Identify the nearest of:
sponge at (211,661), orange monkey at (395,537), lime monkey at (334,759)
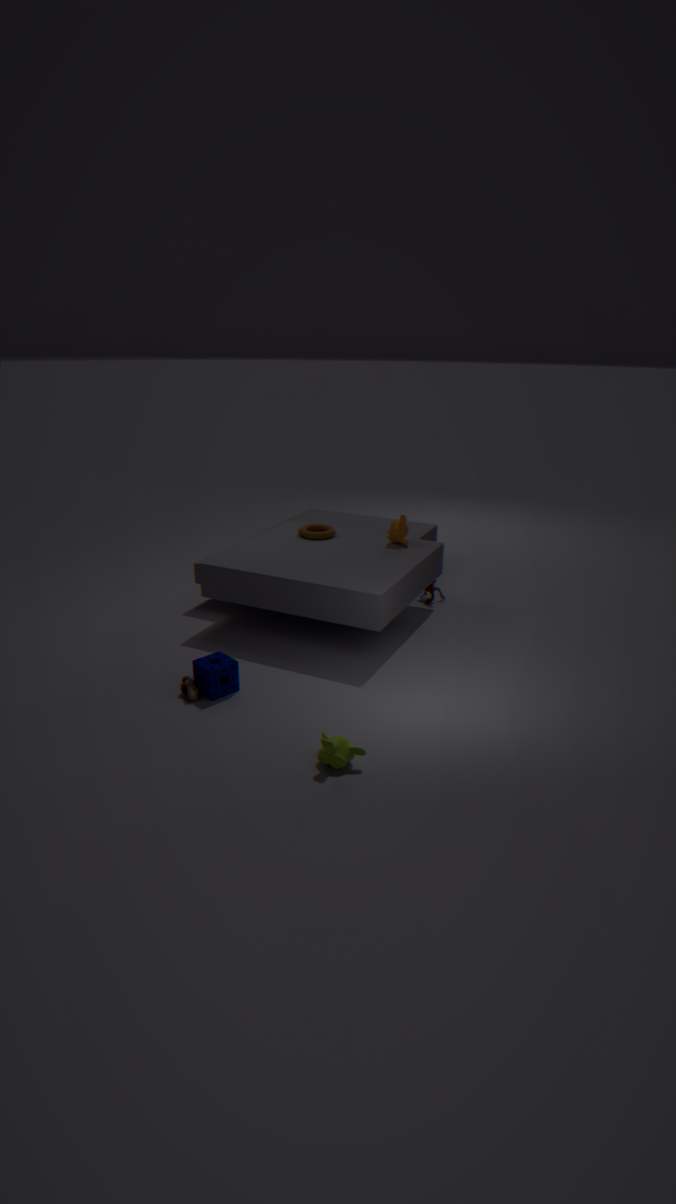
lime monkey at (334,759)
